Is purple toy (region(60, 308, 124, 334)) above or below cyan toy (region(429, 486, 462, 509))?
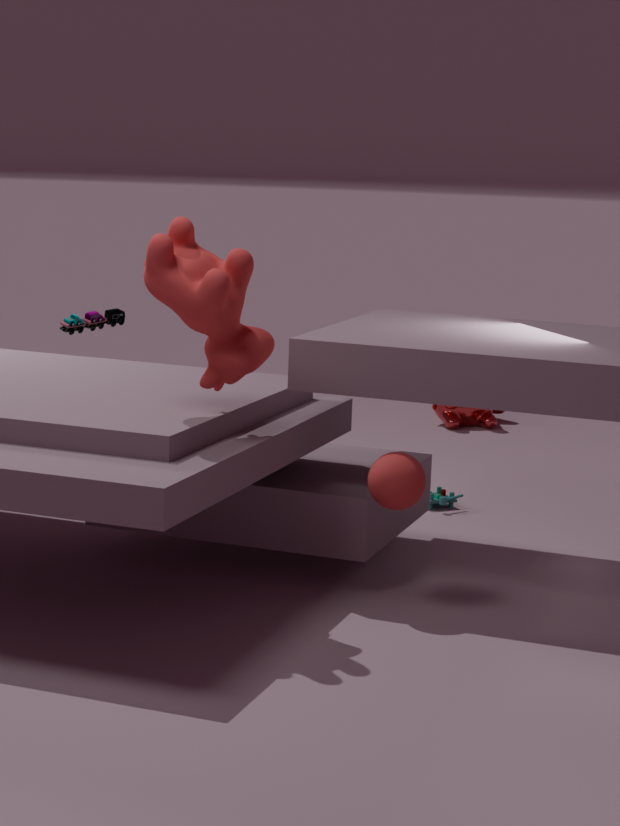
above
